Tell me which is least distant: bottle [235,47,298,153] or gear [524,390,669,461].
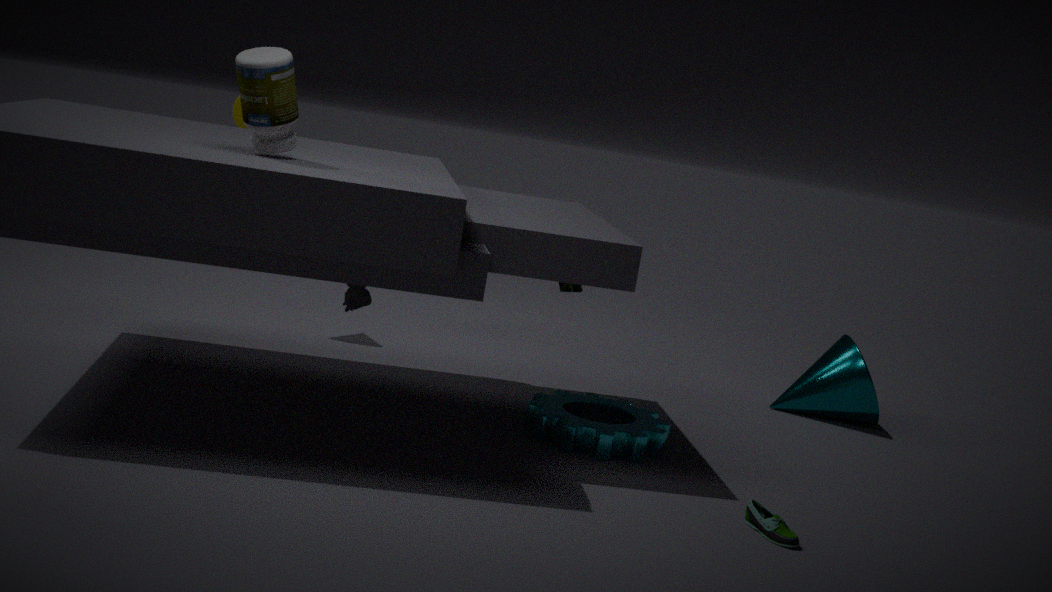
bottle [235,47,298,153]
